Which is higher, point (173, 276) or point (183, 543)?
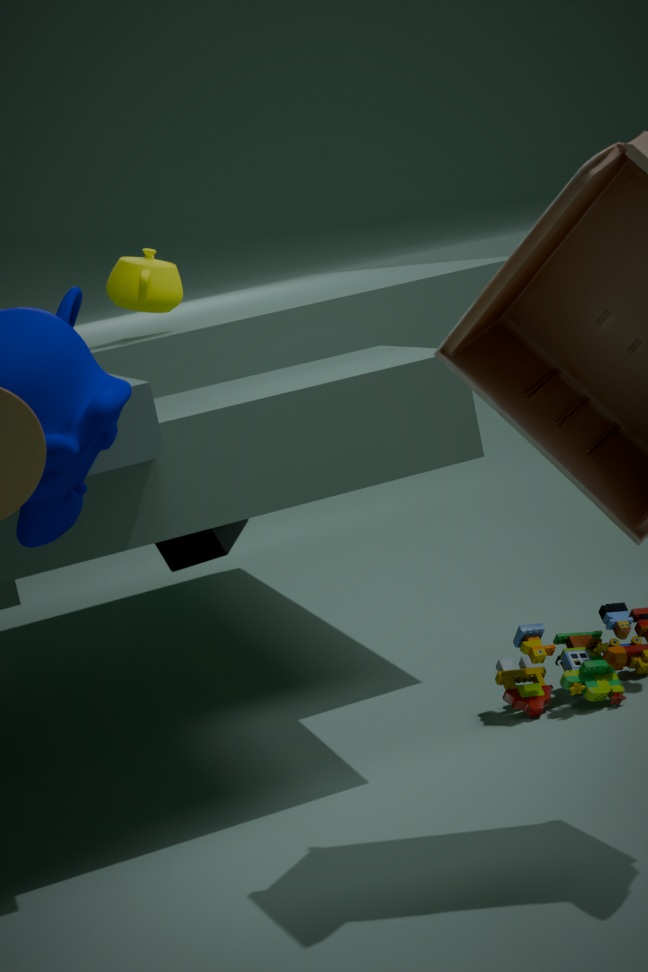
point (173, 276)
